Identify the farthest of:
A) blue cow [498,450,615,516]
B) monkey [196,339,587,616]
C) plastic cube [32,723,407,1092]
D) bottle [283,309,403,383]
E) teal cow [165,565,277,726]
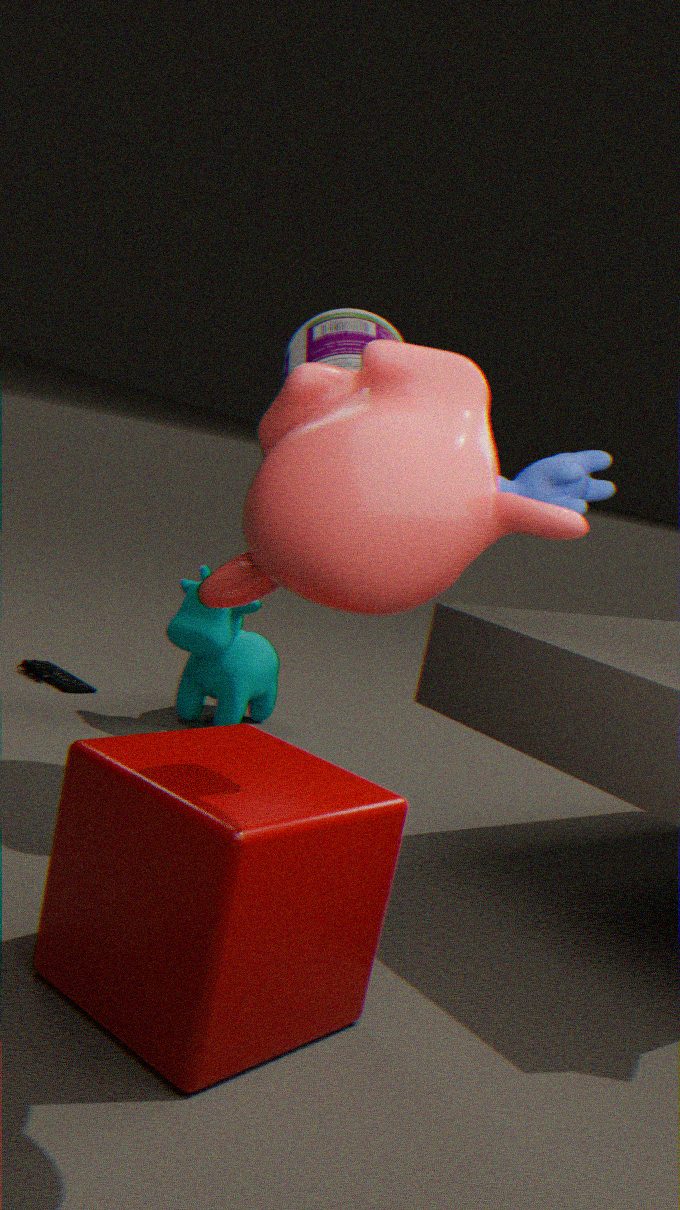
teal cow [165,565,277,726]
